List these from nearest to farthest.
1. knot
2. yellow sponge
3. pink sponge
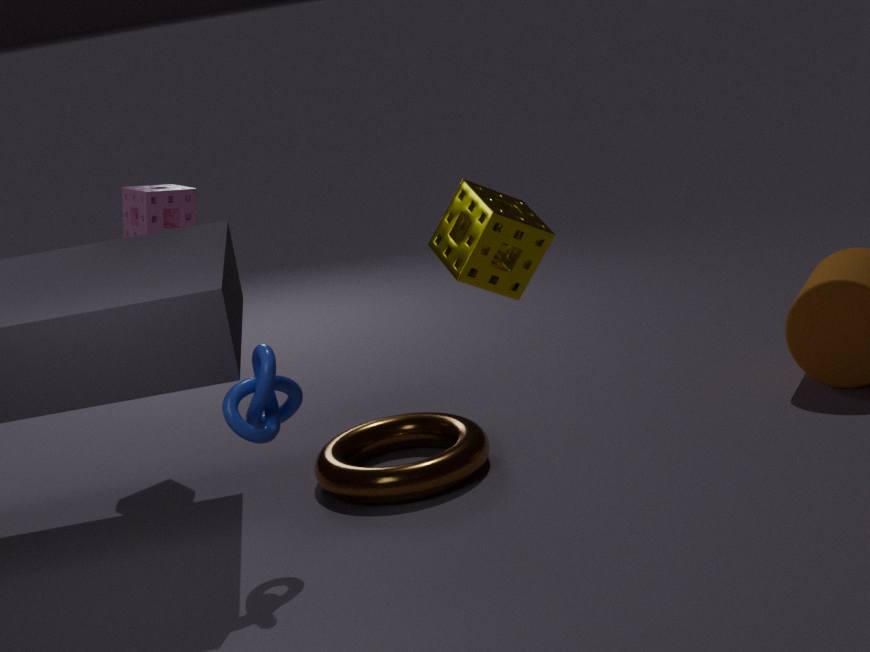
yellow sponge < knot < pink sponge
